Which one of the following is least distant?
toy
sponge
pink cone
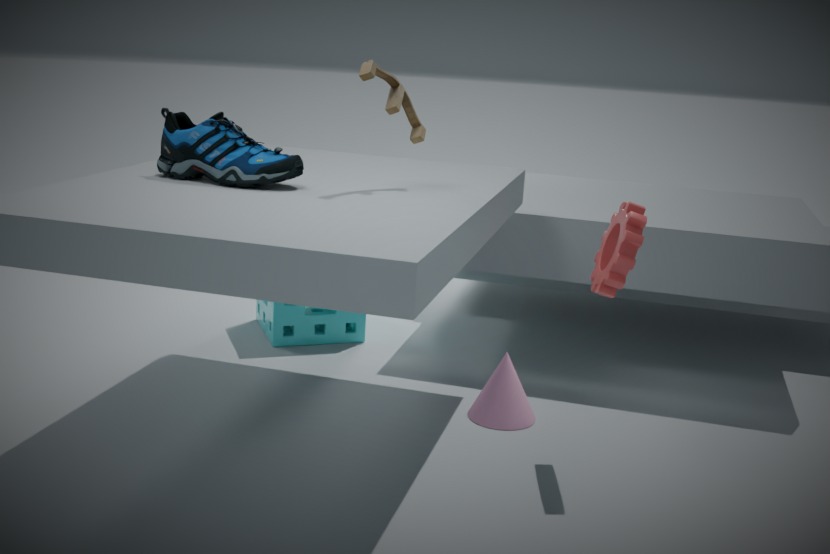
toy
